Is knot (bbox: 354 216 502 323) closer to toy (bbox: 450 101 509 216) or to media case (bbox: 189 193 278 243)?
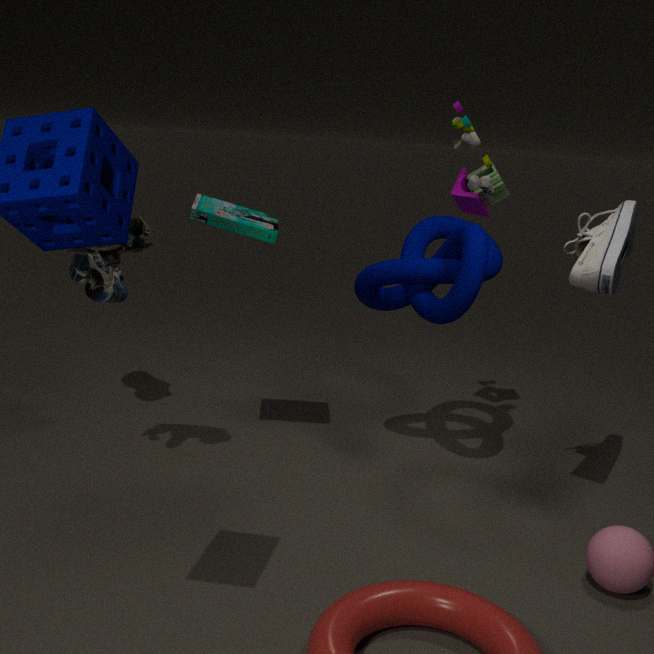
toy (bbox: 450 101 509 216)
